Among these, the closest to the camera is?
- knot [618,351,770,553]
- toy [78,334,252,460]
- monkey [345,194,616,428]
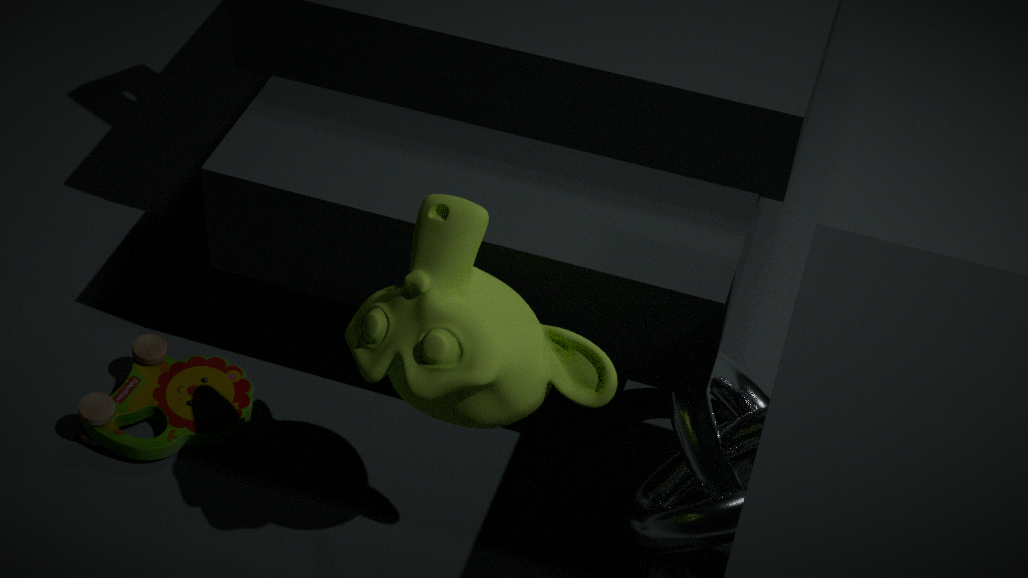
monkey [345,194,616,428]
